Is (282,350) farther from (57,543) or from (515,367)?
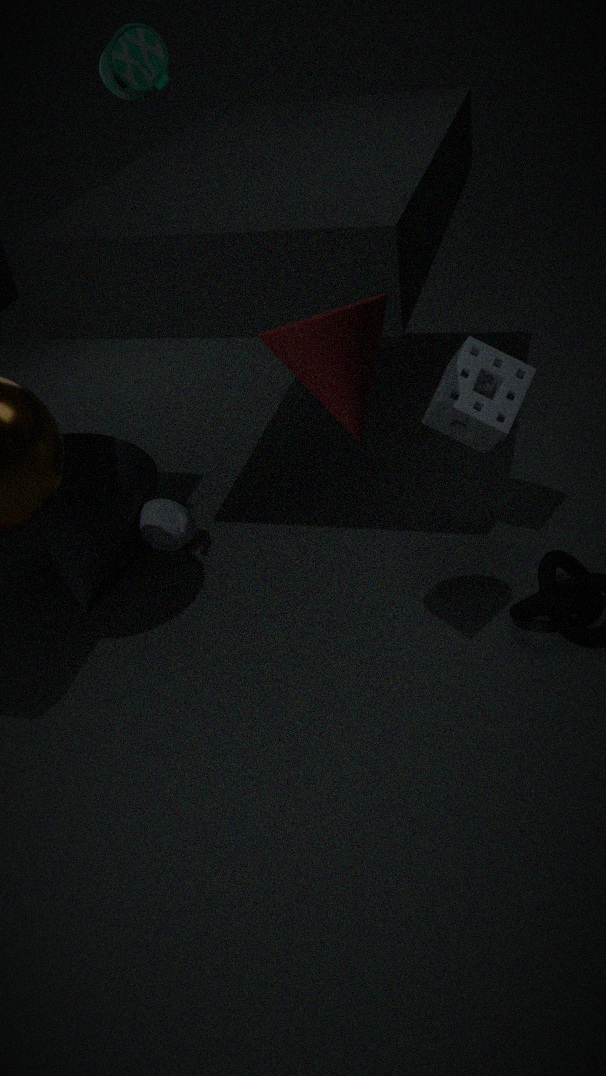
(57,543)
